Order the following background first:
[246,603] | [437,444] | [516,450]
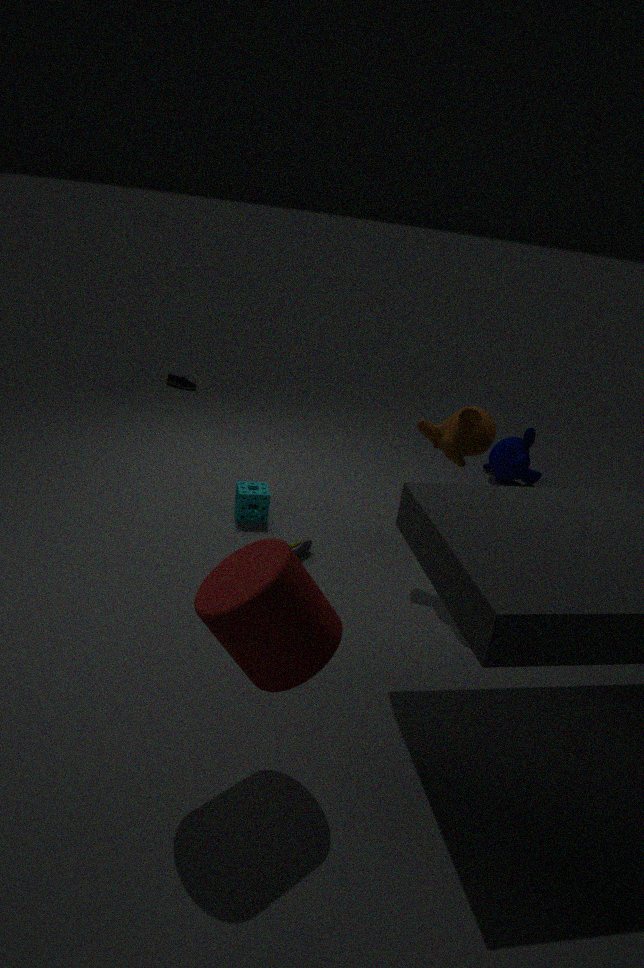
[516,450], [437,444], [246,603]
